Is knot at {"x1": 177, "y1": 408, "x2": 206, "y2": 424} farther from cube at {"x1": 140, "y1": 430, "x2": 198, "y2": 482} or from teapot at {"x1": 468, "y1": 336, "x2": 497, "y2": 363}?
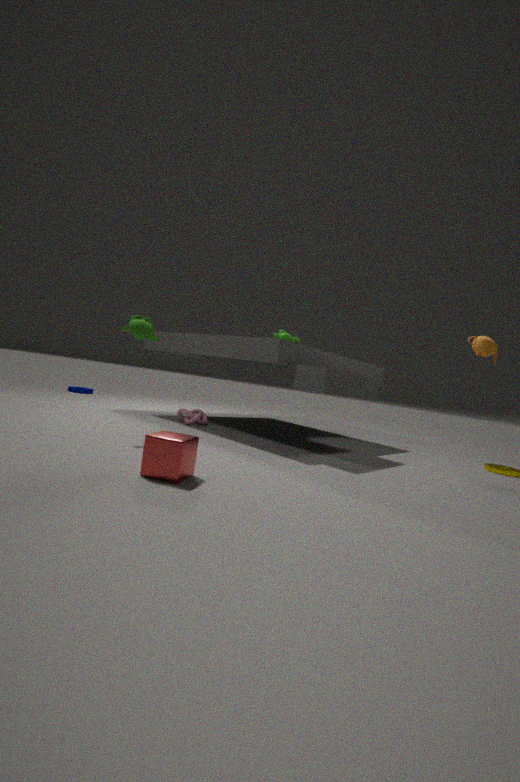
teapot at {"x1": 468, "y1": 336, "x2": 497, "y2": 363}
